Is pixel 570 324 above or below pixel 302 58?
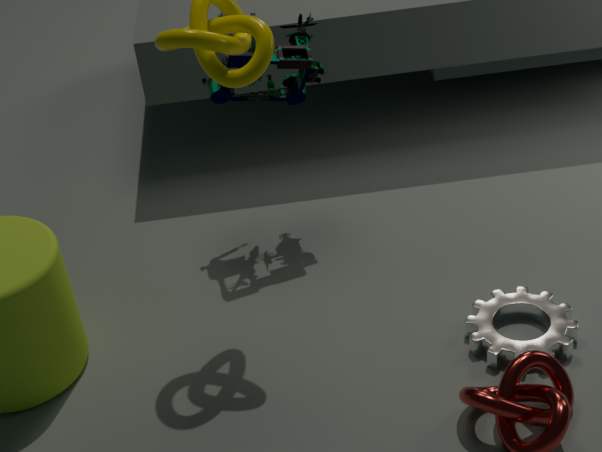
below
